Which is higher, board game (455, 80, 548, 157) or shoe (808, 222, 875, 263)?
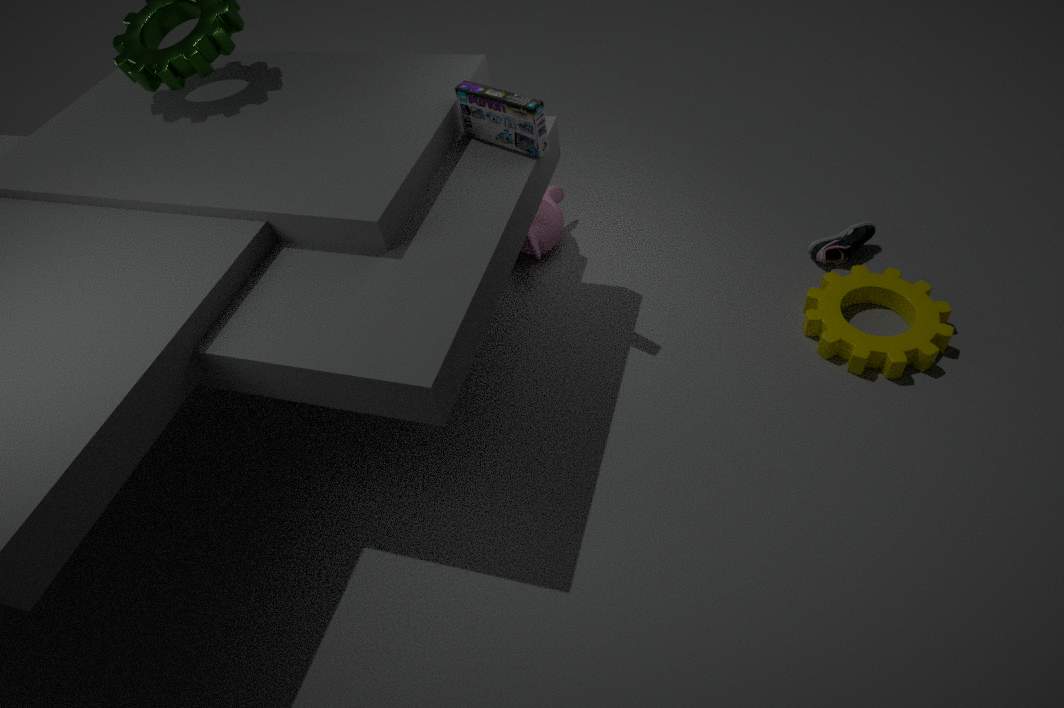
board game (455, 80, 548, 157)
